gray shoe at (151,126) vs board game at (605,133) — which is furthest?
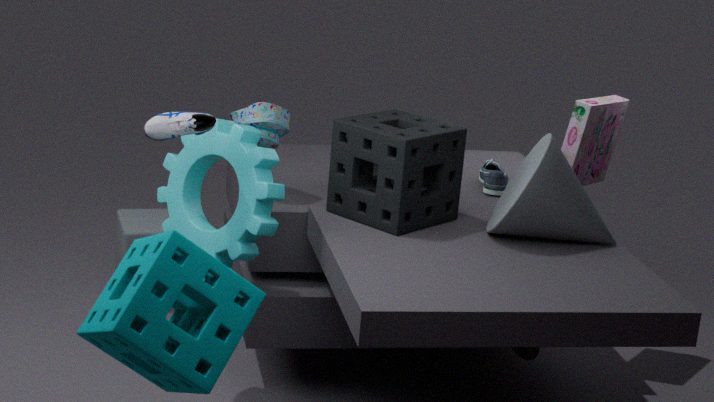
board game at (605,133)
